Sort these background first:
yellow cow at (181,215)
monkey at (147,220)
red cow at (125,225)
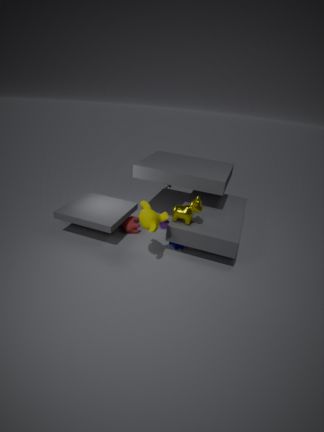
red cow at (125,225)
yellow cow at (181,215)
monkey at (147,220)
